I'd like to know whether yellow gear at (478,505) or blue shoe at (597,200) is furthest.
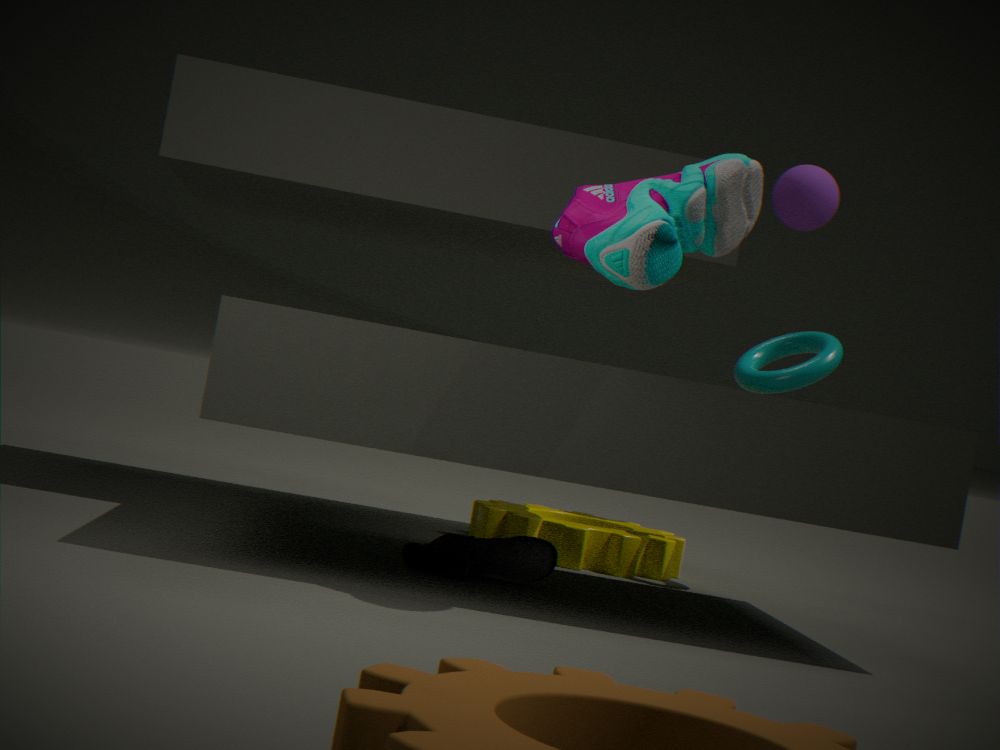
yellow gear at (478,505)
